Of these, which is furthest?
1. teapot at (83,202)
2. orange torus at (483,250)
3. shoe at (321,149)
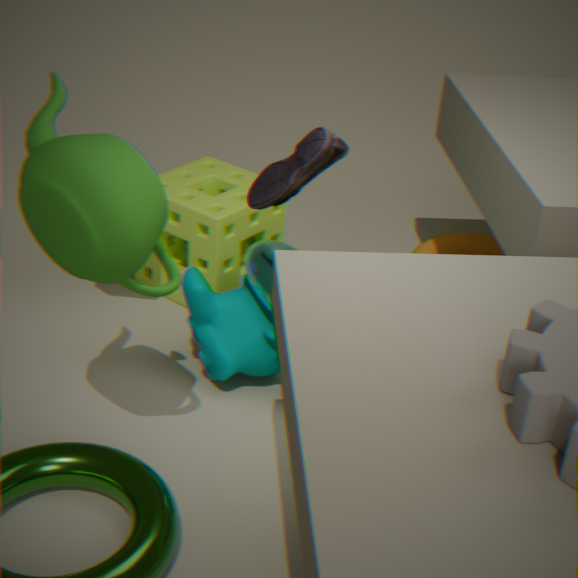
orange torus at (483,250)
